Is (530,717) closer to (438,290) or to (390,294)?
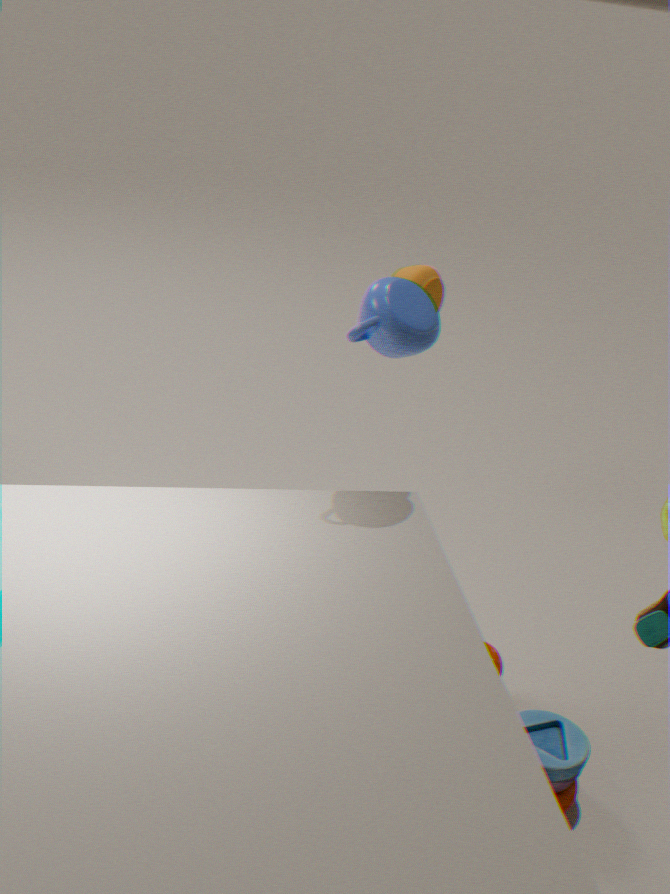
(390,294)
